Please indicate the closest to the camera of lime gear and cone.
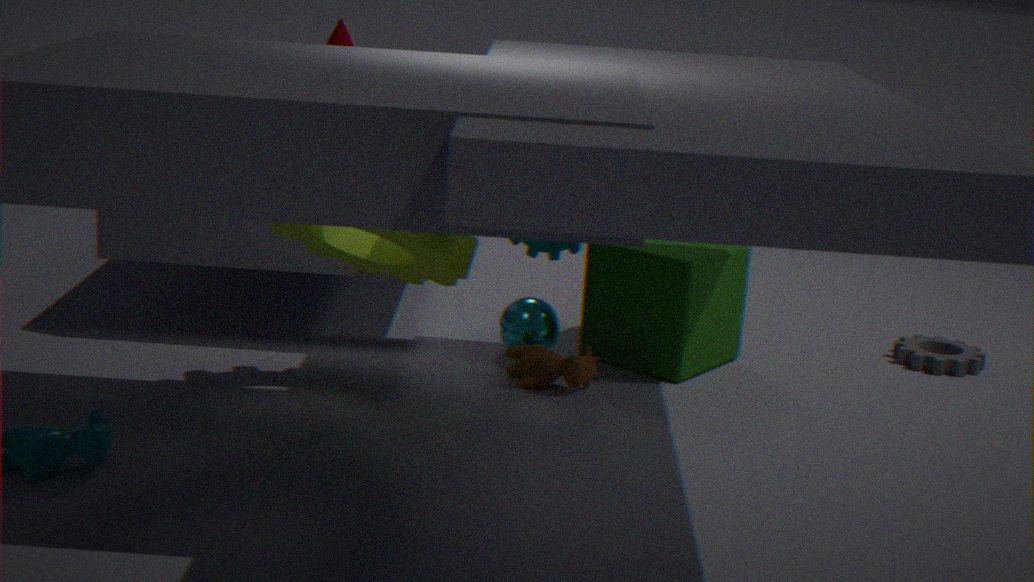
lime gear
